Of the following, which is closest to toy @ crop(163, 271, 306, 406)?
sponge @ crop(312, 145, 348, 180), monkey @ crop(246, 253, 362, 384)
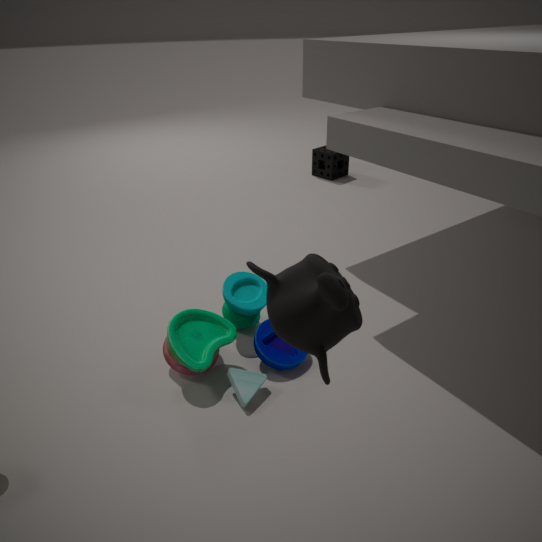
monkey @ crop(246, 253, 362, 384)
